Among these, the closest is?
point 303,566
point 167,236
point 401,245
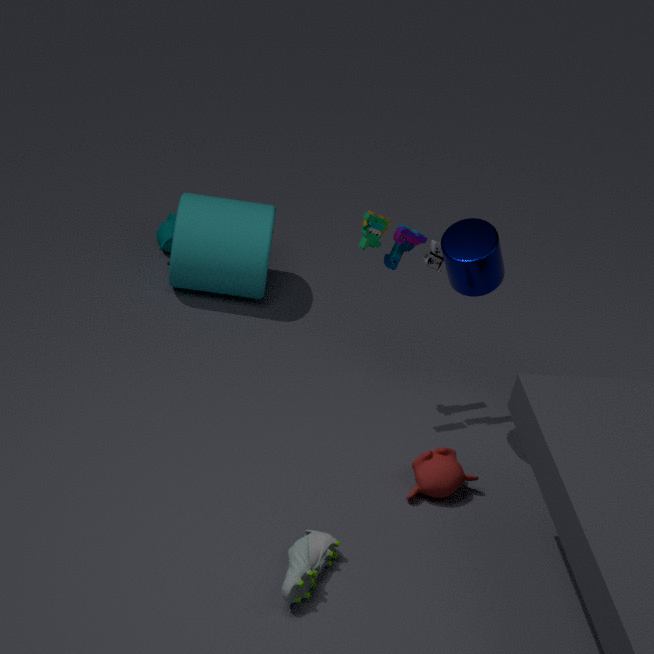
point 303,566
